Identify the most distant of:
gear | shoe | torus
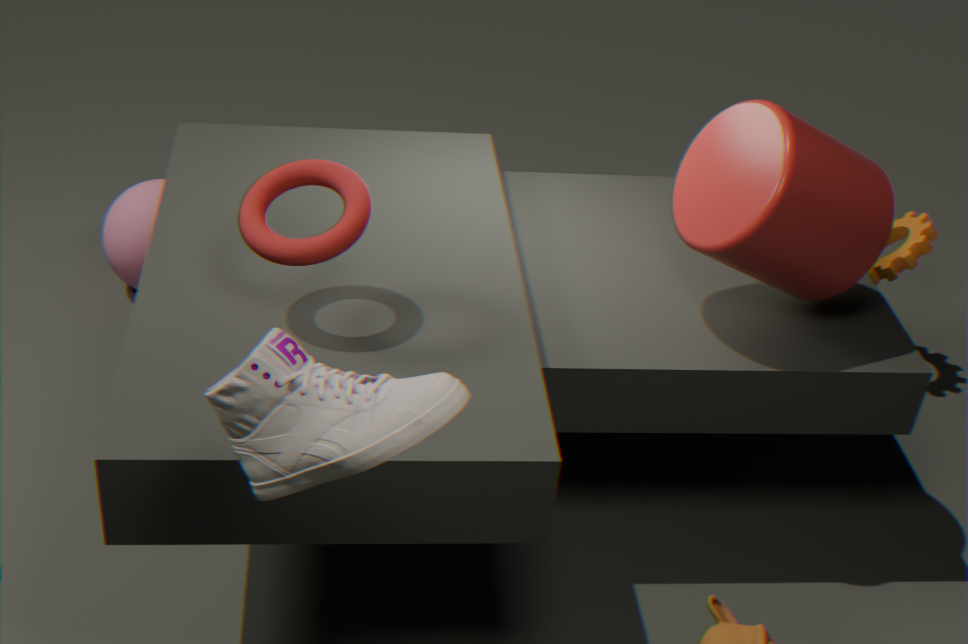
gear
